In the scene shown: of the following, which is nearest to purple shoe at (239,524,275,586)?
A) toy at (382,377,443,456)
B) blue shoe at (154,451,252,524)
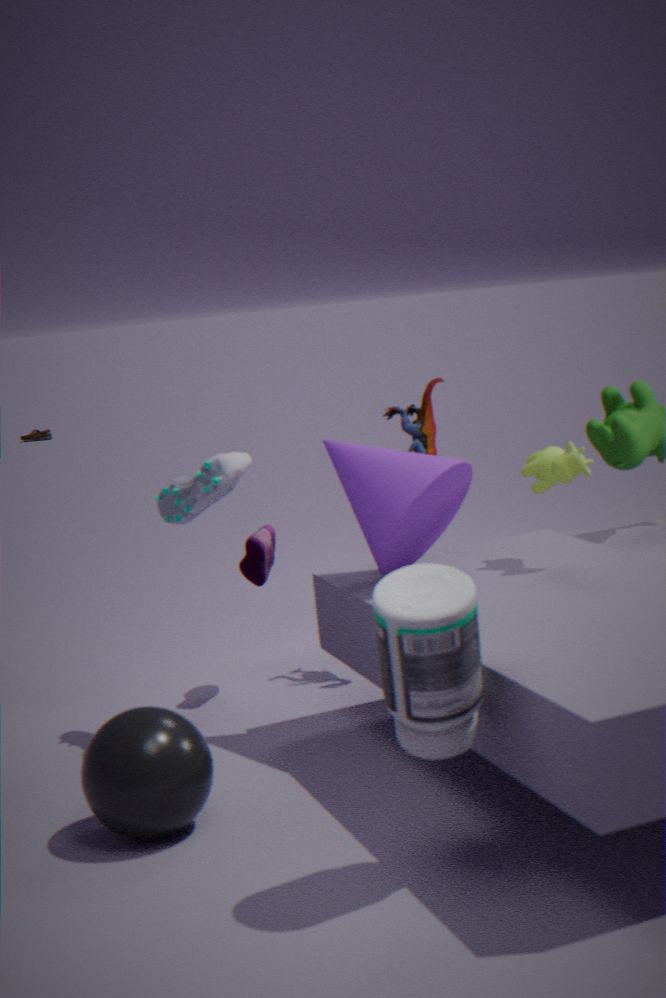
blue shoe at (154,451,252,524)
